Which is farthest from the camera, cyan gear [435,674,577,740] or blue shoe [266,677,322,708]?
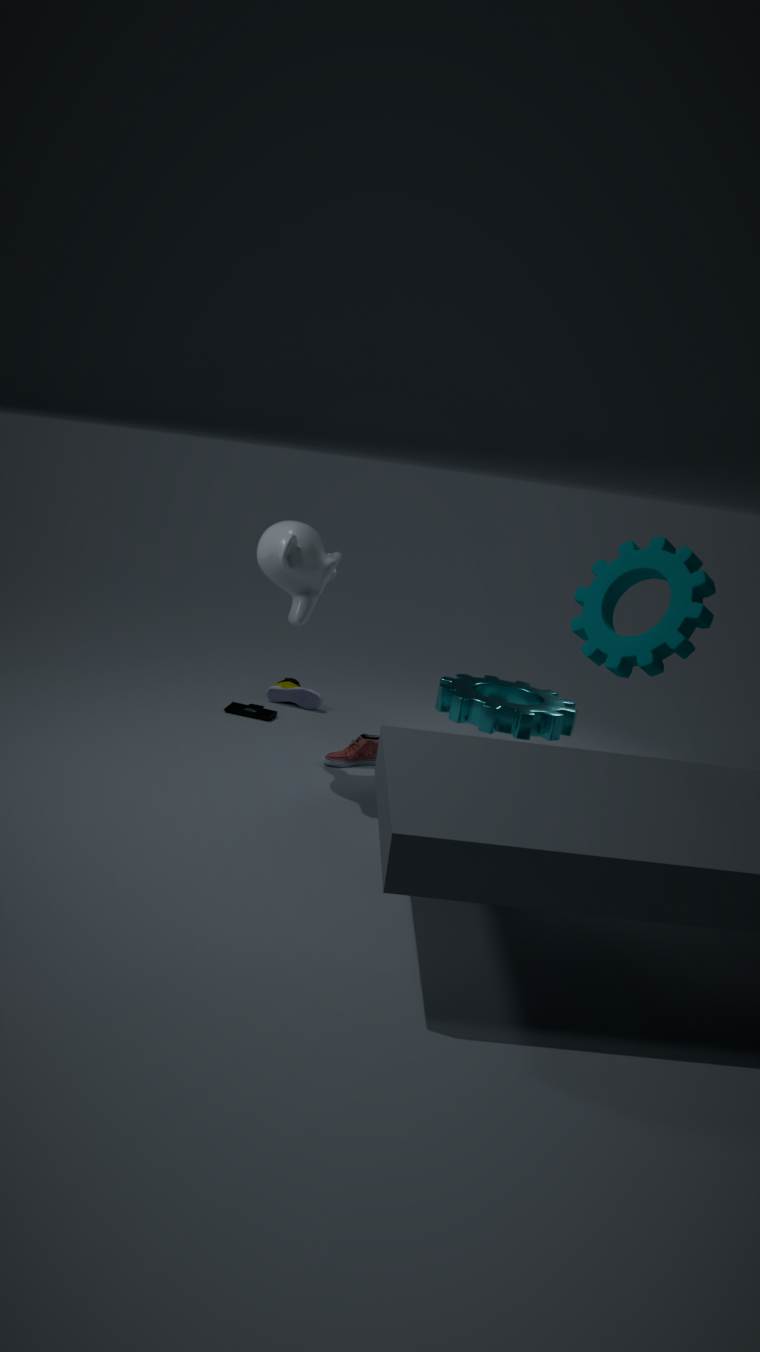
blue shoe [266,677,322,708]
